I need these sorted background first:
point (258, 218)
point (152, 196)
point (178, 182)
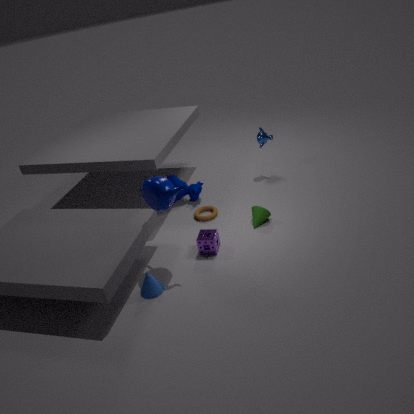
point (178, 182)
point (258, 218)
point (152, 196)
